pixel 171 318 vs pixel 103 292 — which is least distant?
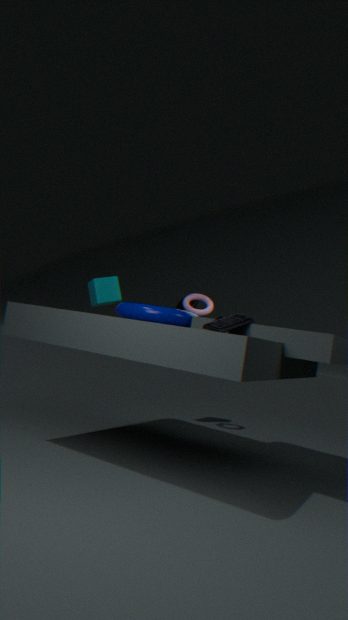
pixel 171 318
